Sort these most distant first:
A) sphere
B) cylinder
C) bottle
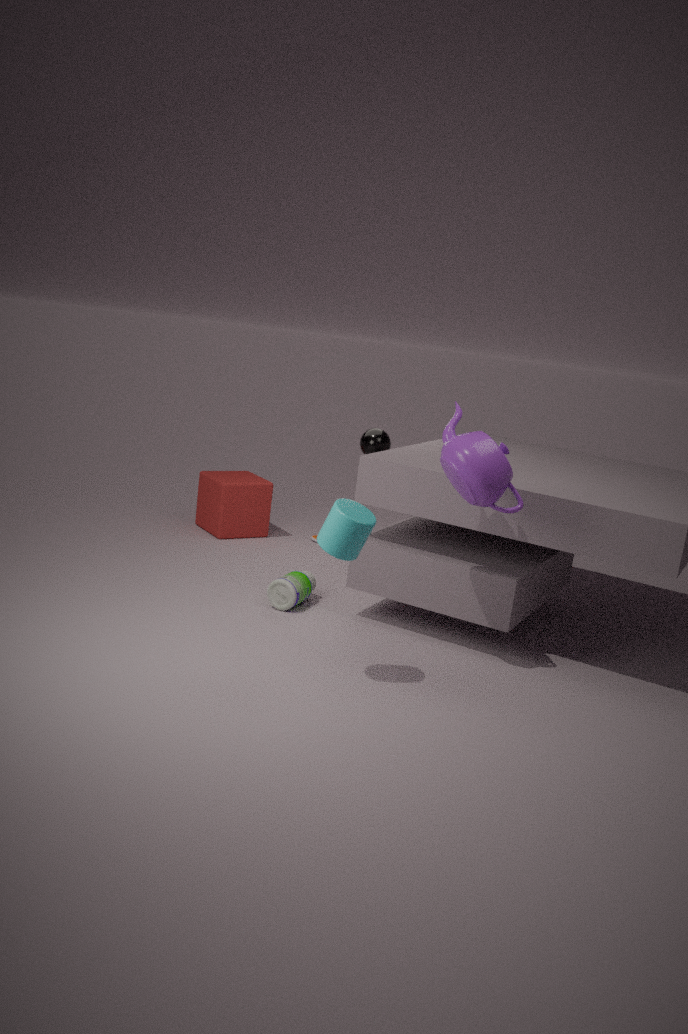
1. sphere
2. bottle
3. cylinder
